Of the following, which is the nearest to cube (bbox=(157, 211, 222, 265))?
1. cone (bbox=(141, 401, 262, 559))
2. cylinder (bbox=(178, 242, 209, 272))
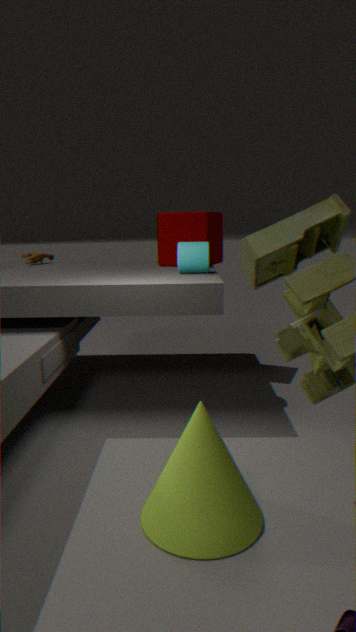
cylinder (bbox=(178, 242, 209, 272))
